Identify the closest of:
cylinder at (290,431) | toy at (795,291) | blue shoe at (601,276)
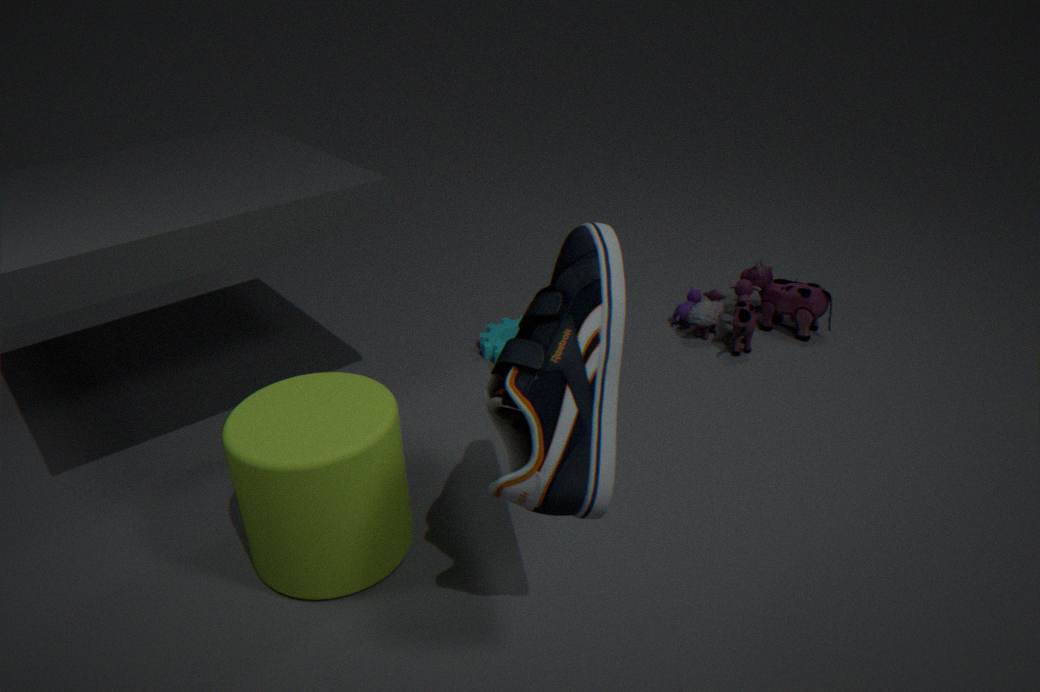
blue shoe at (601,276)
